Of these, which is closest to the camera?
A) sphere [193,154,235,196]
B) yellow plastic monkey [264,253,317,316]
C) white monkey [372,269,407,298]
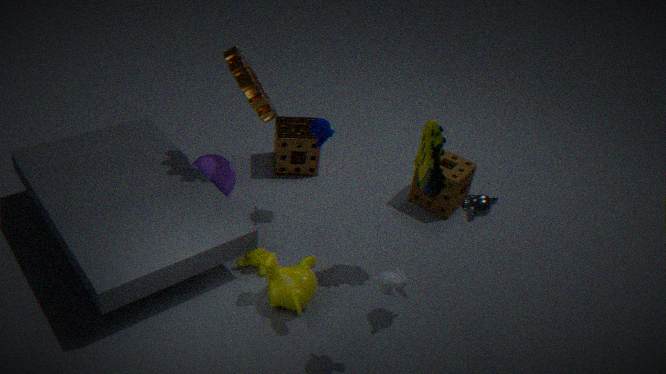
white monkey [372,269,407,298]
